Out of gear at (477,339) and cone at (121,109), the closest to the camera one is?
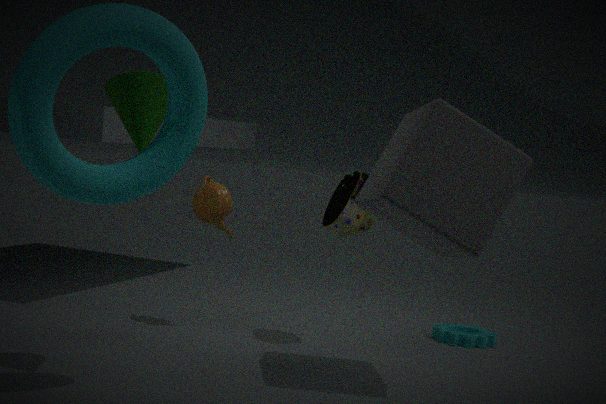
cone at (121,109)
